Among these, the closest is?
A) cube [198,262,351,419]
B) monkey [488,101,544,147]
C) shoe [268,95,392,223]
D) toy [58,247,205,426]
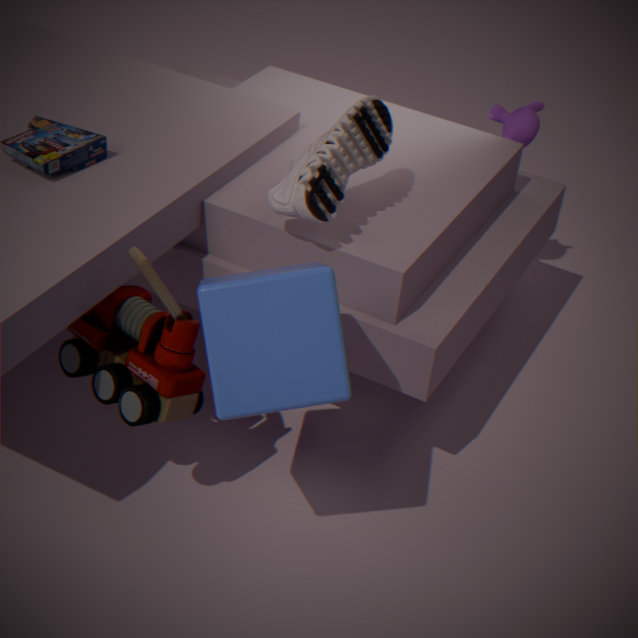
cube [198,262,351,419]
